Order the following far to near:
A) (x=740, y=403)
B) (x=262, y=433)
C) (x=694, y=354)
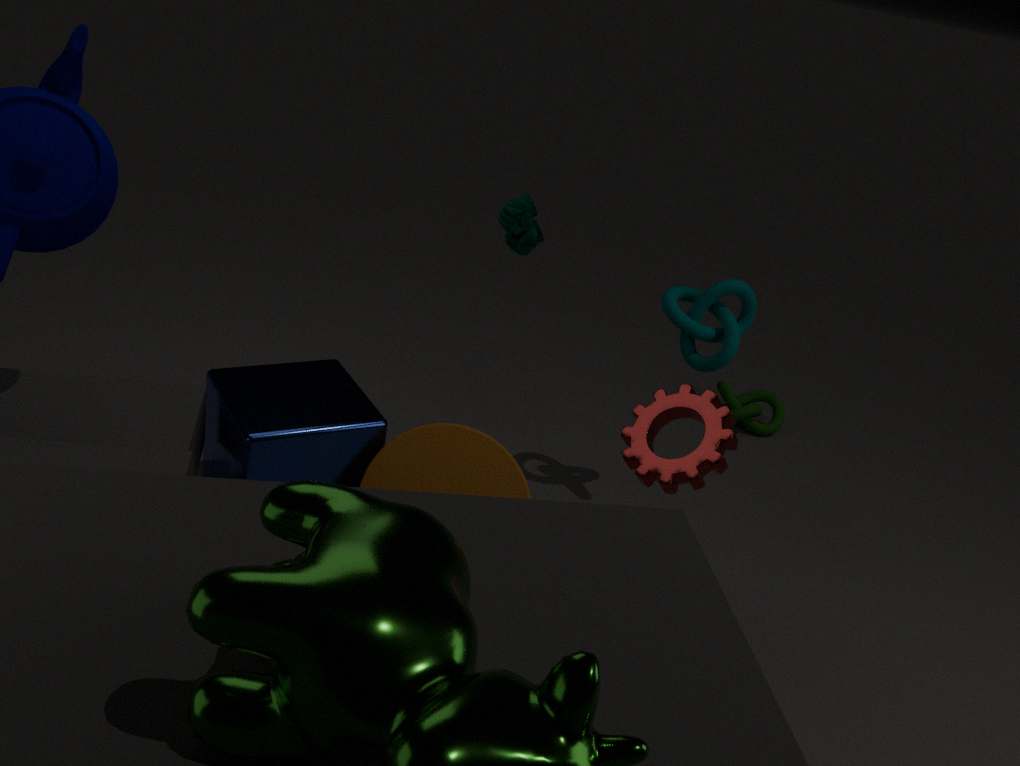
1. (x=740, y=403)
2. (x=694, y=354)
3. (x=262, y=433)
